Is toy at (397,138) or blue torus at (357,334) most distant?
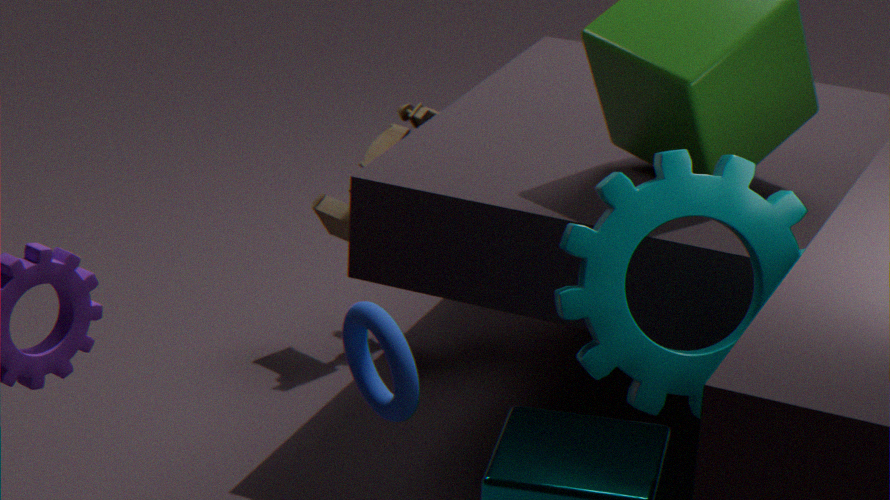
toy at (397,138)
